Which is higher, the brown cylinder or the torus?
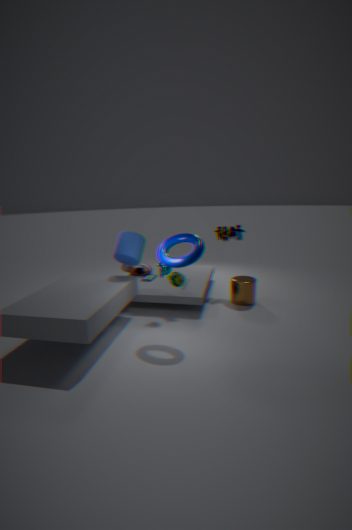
the torus
